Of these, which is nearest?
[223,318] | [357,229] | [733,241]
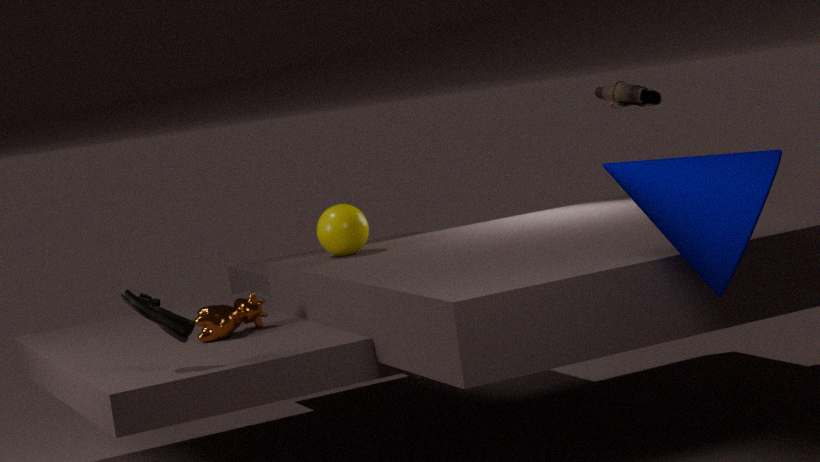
[733,241]
